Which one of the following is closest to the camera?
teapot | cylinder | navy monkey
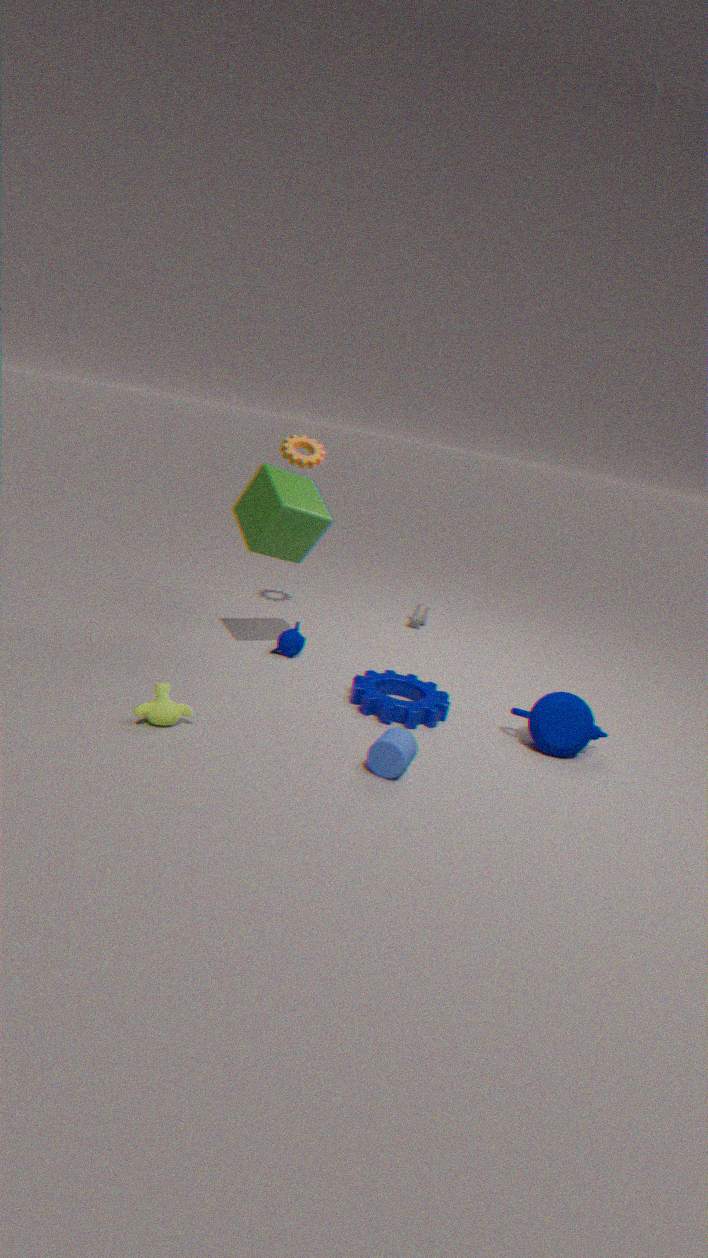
cylinder
